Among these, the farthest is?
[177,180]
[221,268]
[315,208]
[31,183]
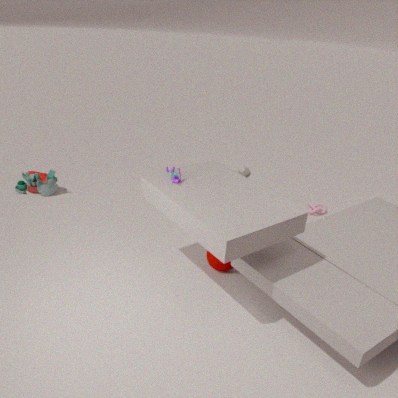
[315,208]
